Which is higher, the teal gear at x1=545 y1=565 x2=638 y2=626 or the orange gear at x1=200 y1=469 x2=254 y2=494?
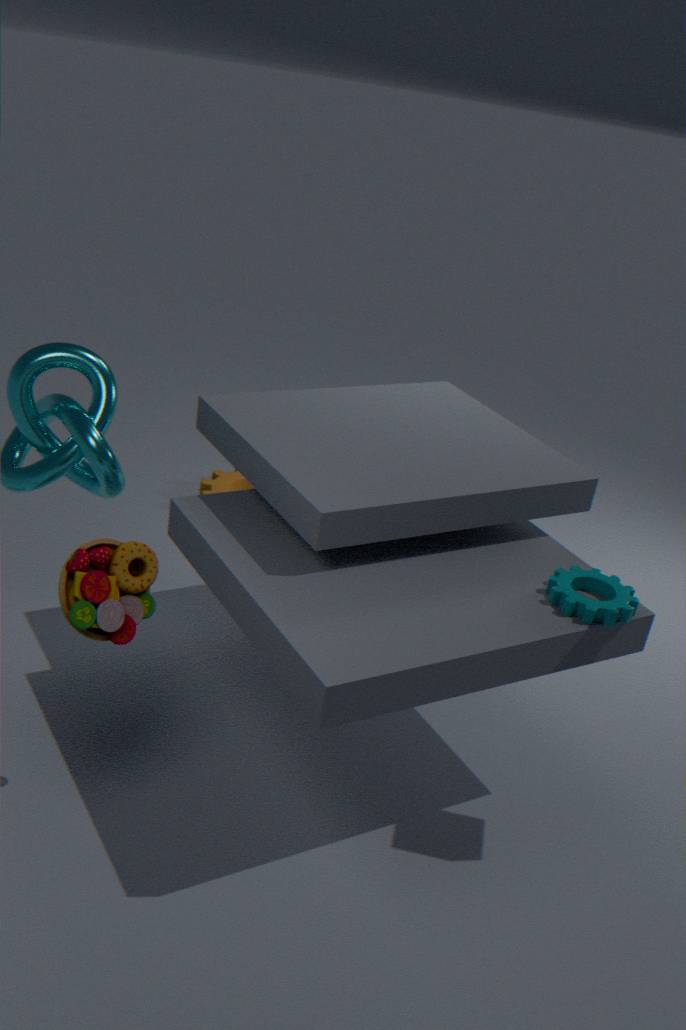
the teal gear at x1=545 y1=565 x2=638 y2=626
